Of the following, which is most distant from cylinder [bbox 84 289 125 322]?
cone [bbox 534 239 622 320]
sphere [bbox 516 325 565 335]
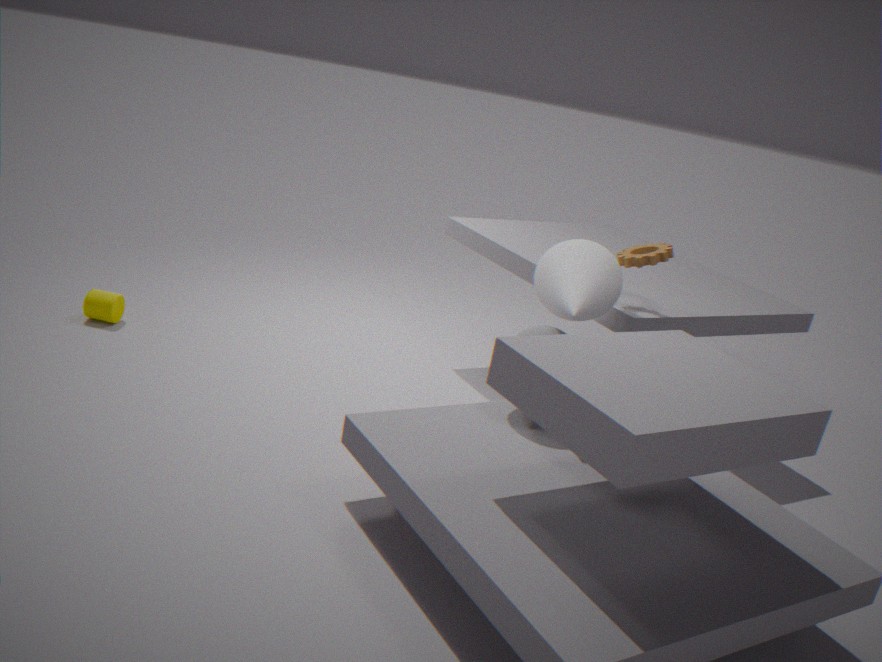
cone [bbox 534 239 622 320]
